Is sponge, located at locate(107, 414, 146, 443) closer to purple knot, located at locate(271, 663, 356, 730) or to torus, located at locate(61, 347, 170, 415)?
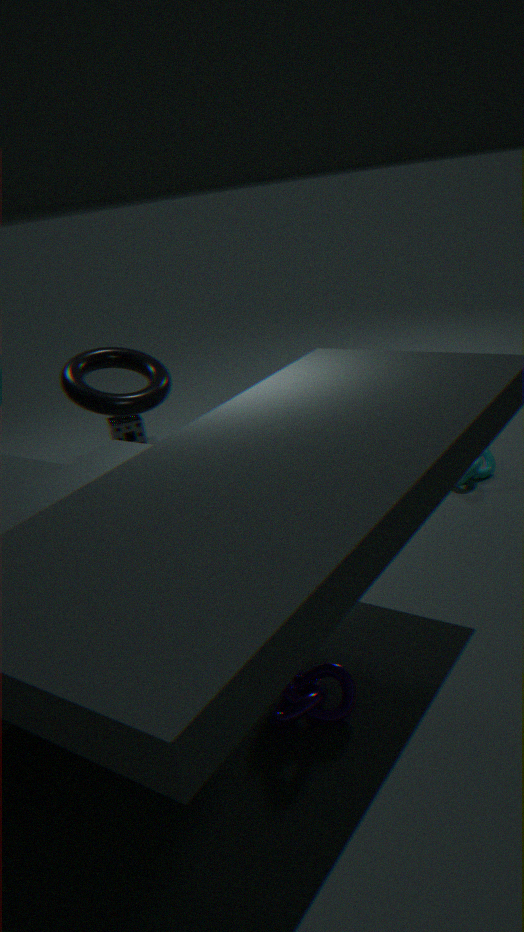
torus, located at locate(61, 347, 170, 415)
